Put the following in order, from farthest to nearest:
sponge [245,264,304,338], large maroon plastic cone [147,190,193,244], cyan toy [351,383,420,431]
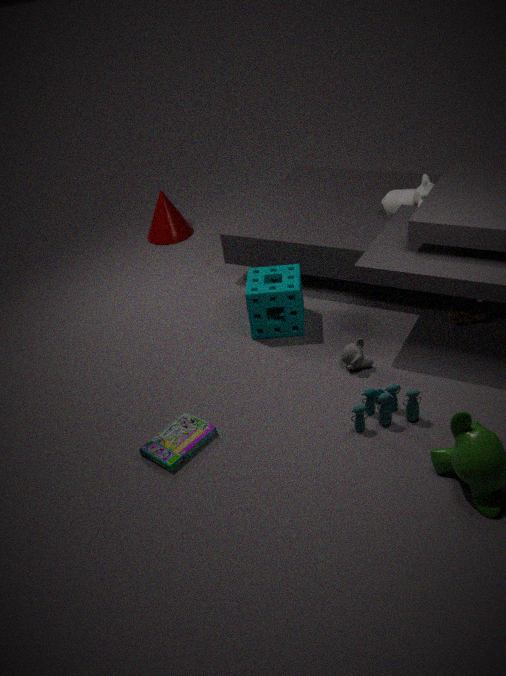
large maroon plastic cone [147,190,193,244] → sponge [245,264,304,338] → cyan toy [351,383,420,431]
